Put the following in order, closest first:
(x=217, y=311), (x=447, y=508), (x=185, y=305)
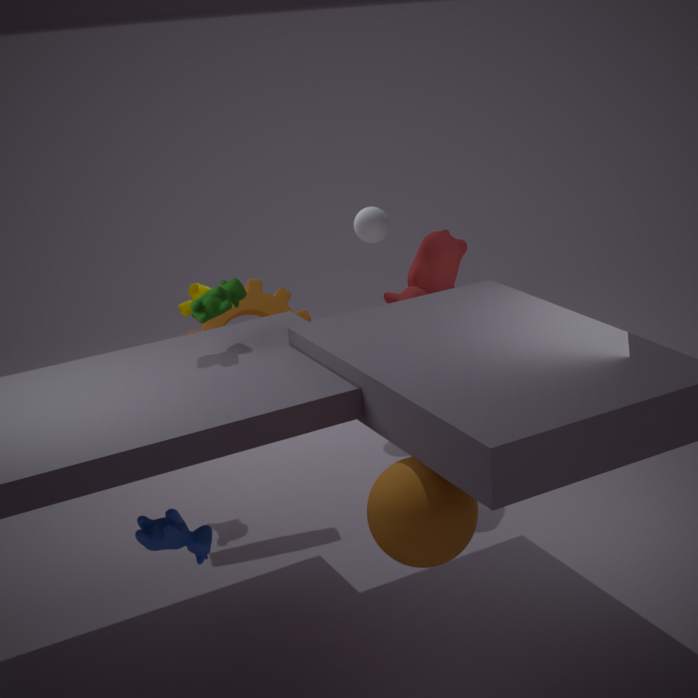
(x=447, y=508) < (x=217, y=311) < (x=185, y=305)
